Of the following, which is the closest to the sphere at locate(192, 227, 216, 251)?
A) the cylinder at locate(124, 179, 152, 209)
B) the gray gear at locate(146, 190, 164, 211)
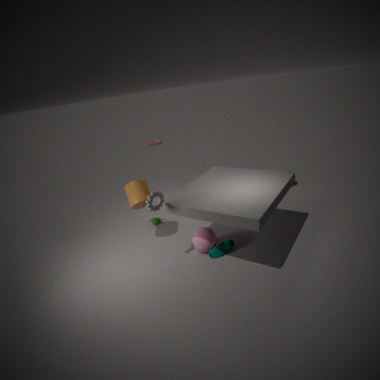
the gray gear at locate(146, 190, 164, 211)
